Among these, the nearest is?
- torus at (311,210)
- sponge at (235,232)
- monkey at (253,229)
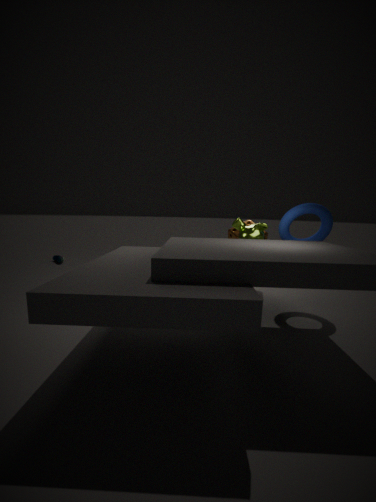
torus at (311,210)
